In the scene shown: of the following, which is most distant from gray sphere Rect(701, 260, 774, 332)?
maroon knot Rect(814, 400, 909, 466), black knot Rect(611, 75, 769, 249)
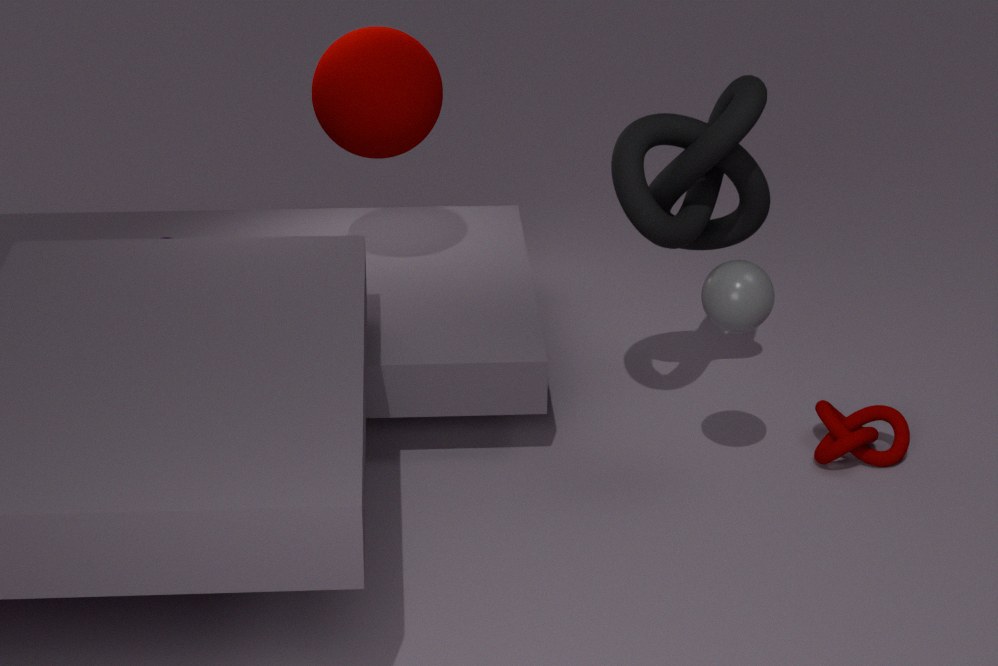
maroon knot Rect(814, 400, 909, 466)
